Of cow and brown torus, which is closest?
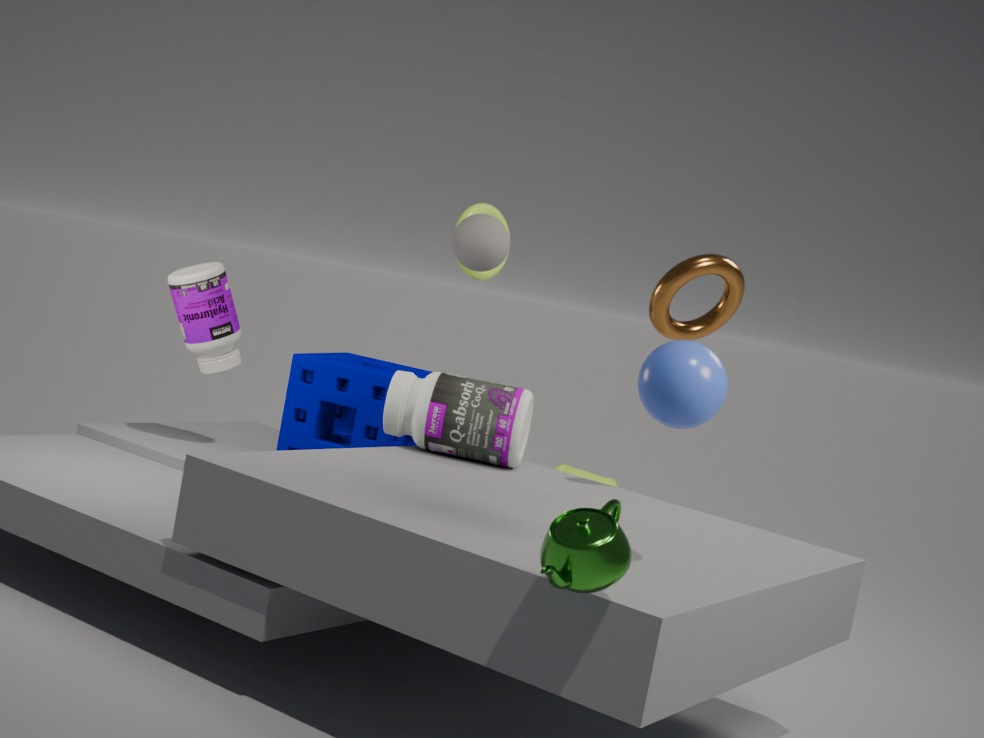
brown torus
